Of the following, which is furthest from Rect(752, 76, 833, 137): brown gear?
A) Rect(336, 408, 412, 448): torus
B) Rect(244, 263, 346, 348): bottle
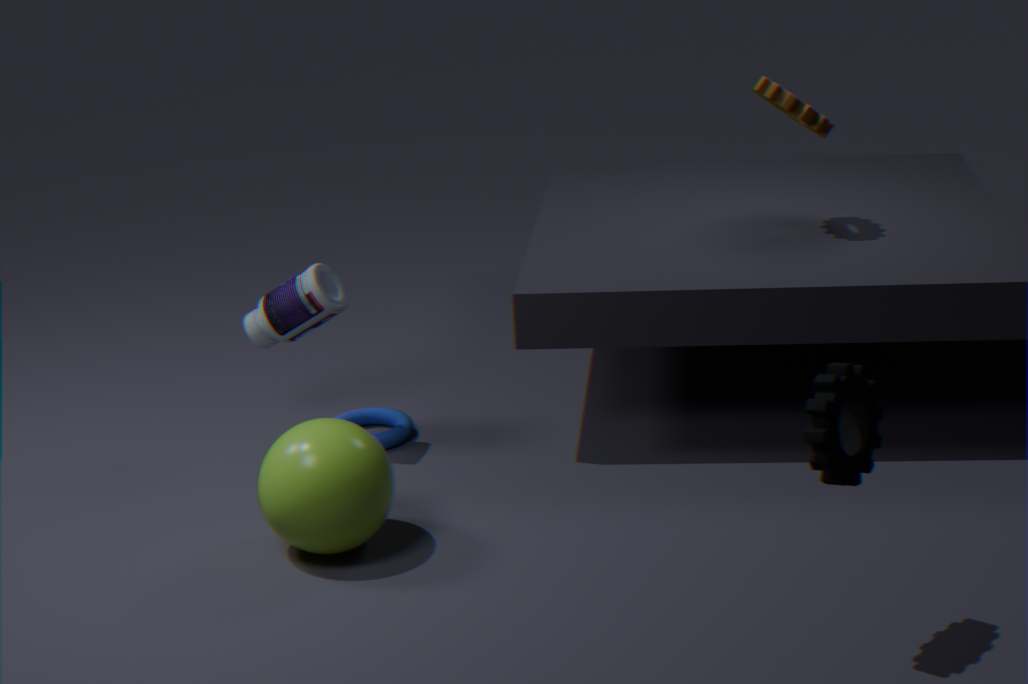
Rect(336, 408, 412, 448): torus
